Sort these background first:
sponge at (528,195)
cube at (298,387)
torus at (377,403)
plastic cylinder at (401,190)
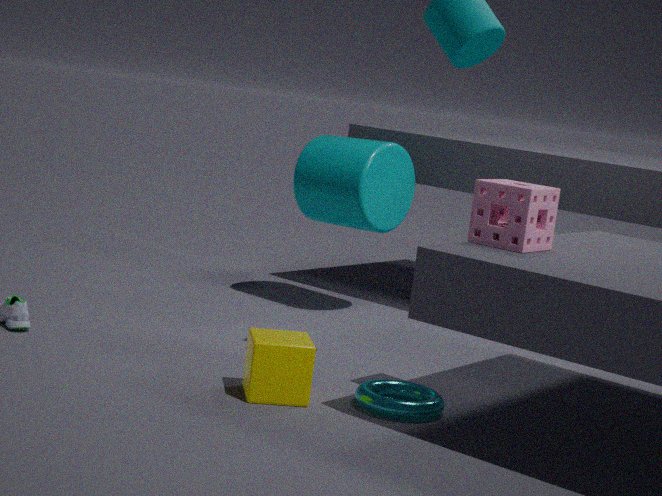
plastic cylinder at (401,190) → torus at (377,403) → cube at (298,387) → sponge at (528,195)
